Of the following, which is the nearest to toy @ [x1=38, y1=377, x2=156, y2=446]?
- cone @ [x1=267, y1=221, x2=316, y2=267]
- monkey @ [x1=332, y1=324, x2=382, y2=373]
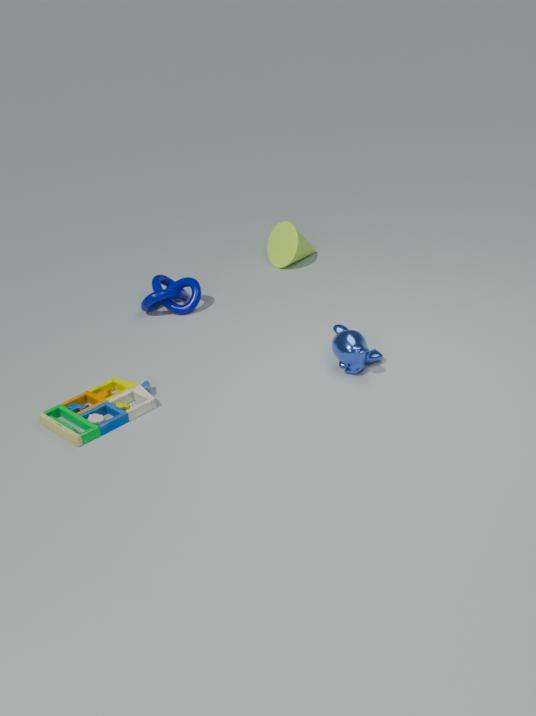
monkey @ [x1=332, y1=324, x2=382, y2=373]
